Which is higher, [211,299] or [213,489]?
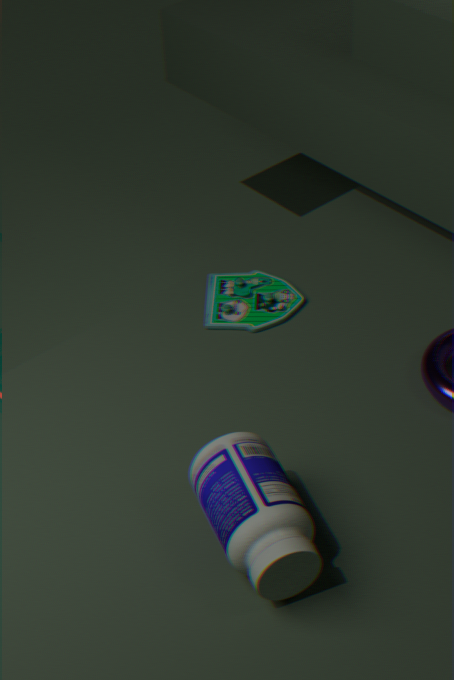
[213,489]
